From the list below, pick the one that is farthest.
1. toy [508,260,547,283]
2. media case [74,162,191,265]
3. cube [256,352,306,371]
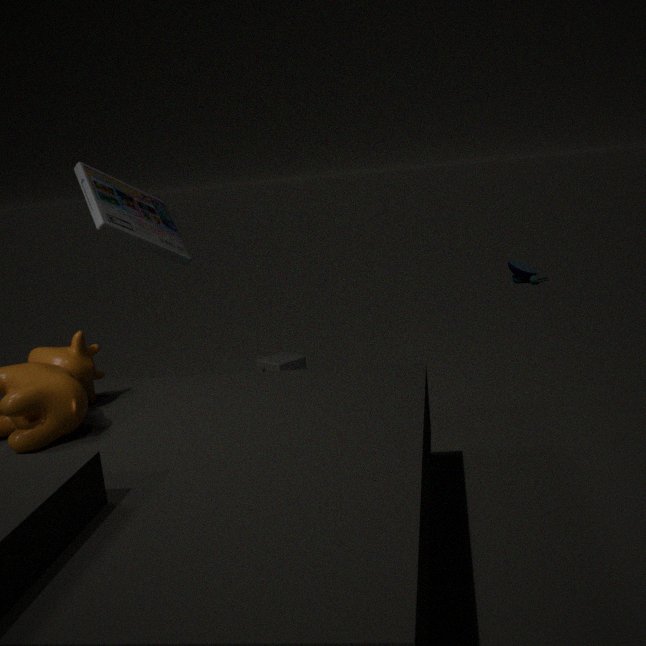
toy [508,260,547,283]
